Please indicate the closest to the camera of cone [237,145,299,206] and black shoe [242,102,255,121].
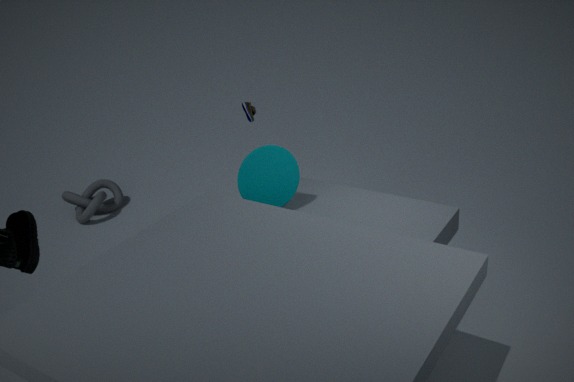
cone [237,145,299,206]
